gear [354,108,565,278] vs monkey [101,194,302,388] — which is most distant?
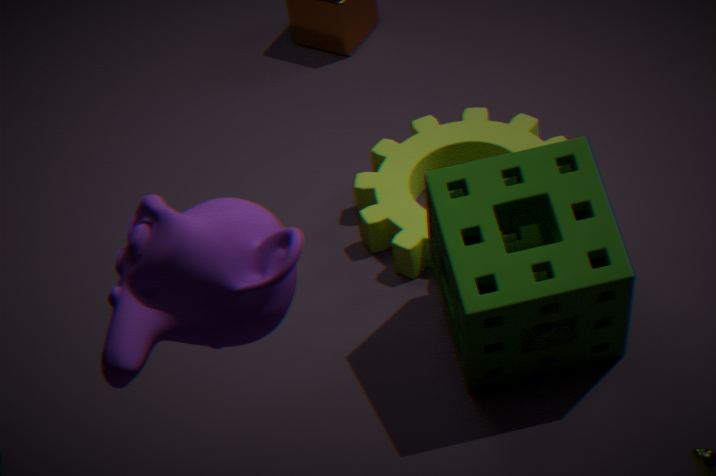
gear [354,108,565,278]
